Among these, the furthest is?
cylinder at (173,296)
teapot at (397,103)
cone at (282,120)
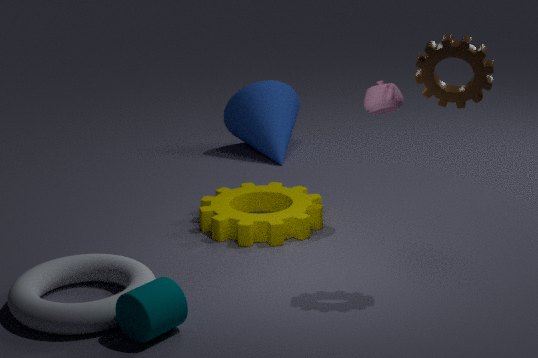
cone at (282,120)
